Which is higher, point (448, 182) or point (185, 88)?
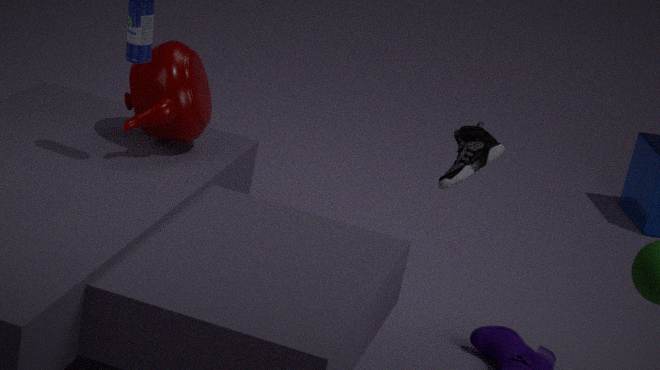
point (185, 88)
